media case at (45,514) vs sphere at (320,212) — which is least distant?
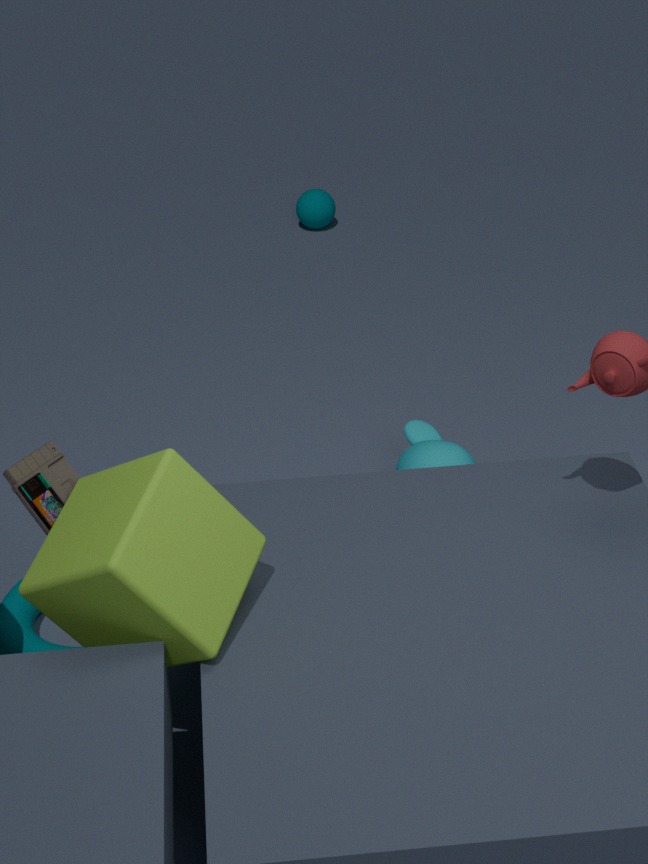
media case at (45,514)
